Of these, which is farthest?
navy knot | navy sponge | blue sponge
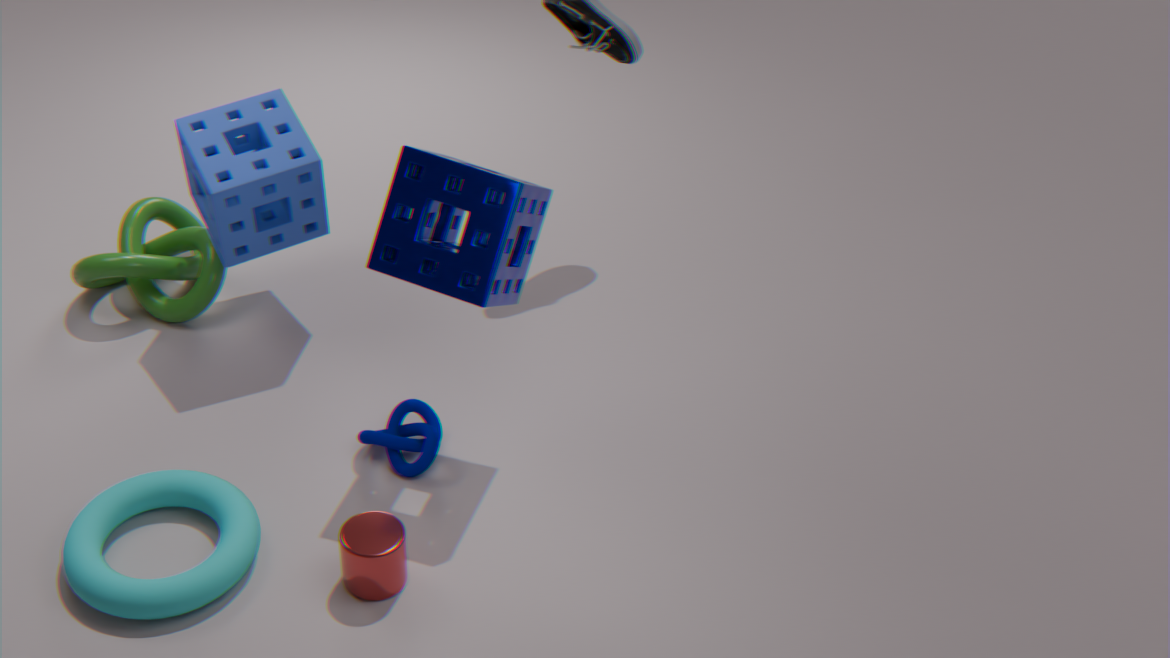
blue sponge
